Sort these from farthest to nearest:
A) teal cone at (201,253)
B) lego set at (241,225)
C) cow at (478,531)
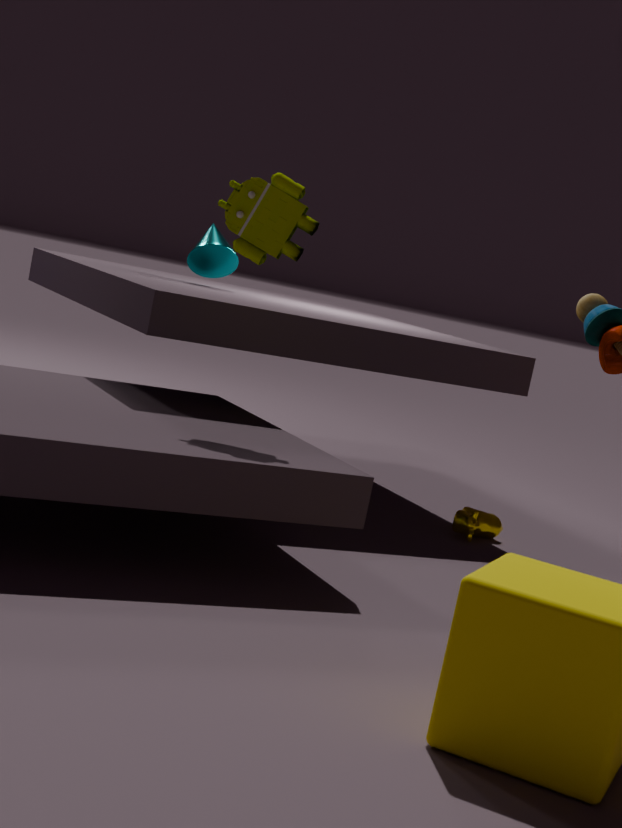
teal cone at (201,253) < cow at (478,531) < lego set at (241,225)
